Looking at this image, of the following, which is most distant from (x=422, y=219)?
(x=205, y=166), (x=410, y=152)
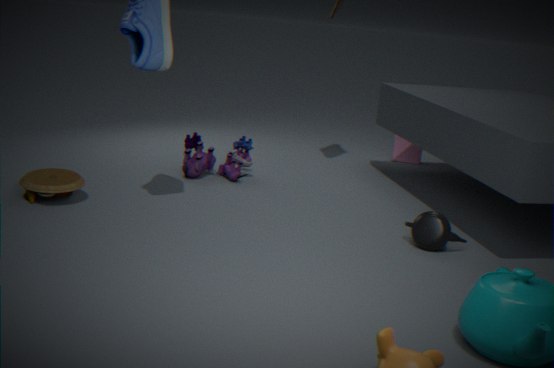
(x=410, y=152)
